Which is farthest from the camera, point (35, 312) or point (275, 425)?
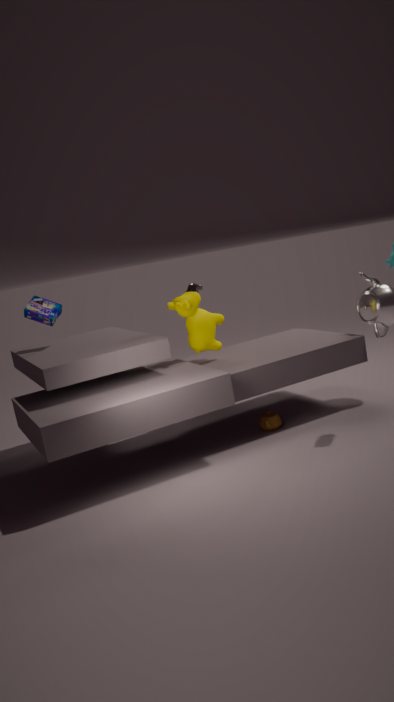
point (35, 312)
